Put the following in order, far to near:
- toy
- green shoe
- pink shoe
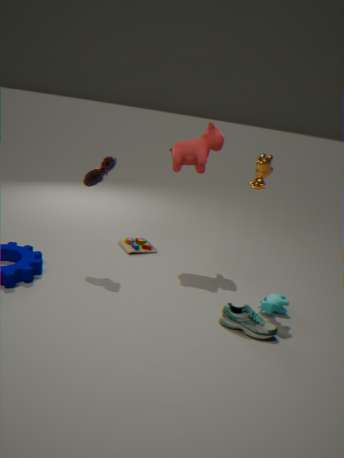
toy, pink shoe, green shoe
